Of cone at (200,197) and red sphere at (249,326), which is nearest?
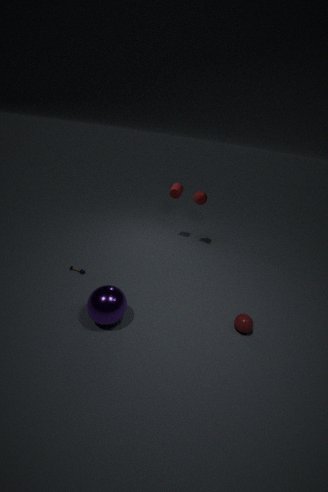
red sphere at (249,326)
